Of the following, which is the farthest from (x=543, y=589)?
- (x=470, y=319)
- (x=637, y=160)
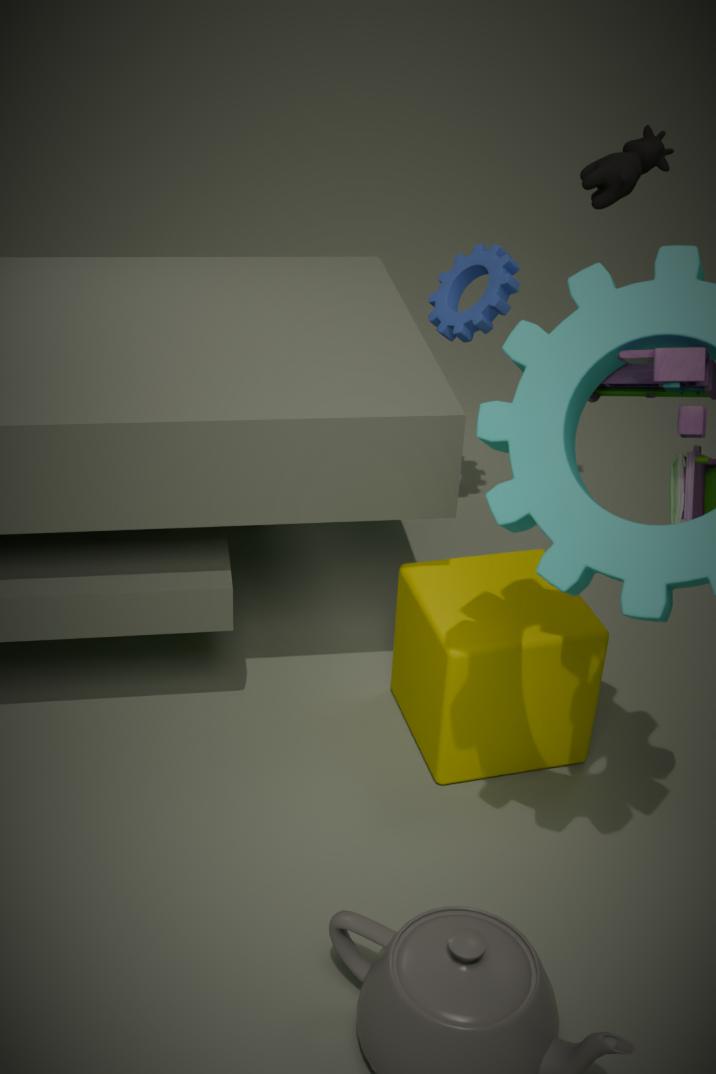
(x=637, y=160)
